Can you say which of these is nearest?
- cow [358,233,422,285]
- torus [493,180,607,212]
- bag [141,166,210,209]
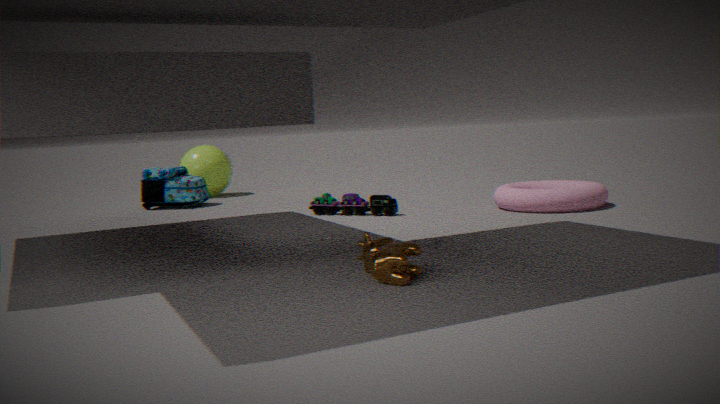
cow [358,233,422,285]
